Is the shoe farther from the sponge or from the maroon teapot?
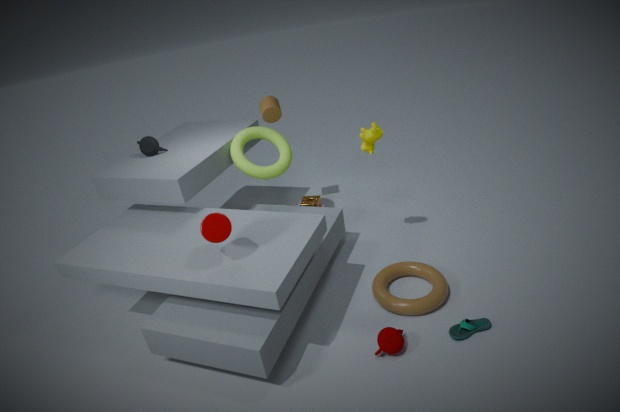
the sponge
